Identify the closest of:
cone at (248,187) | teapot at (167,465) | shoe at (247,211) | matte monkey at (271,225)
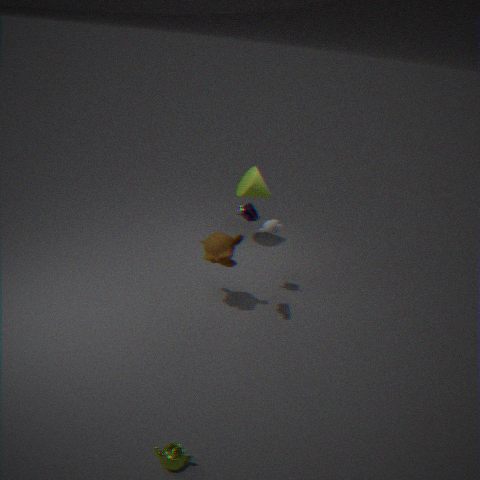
teapot at (167,465)
